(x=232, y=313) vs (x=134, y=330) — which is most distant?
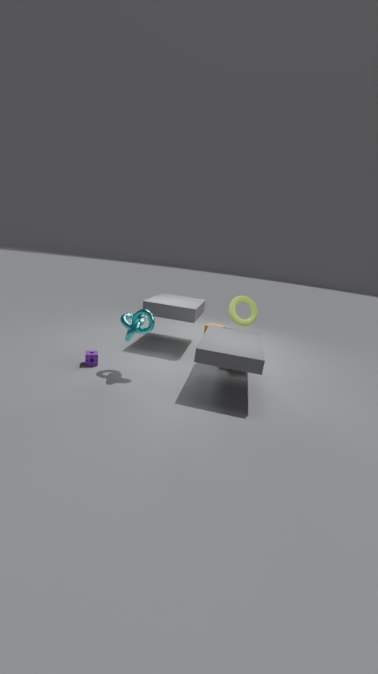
(x=232, y=313)
